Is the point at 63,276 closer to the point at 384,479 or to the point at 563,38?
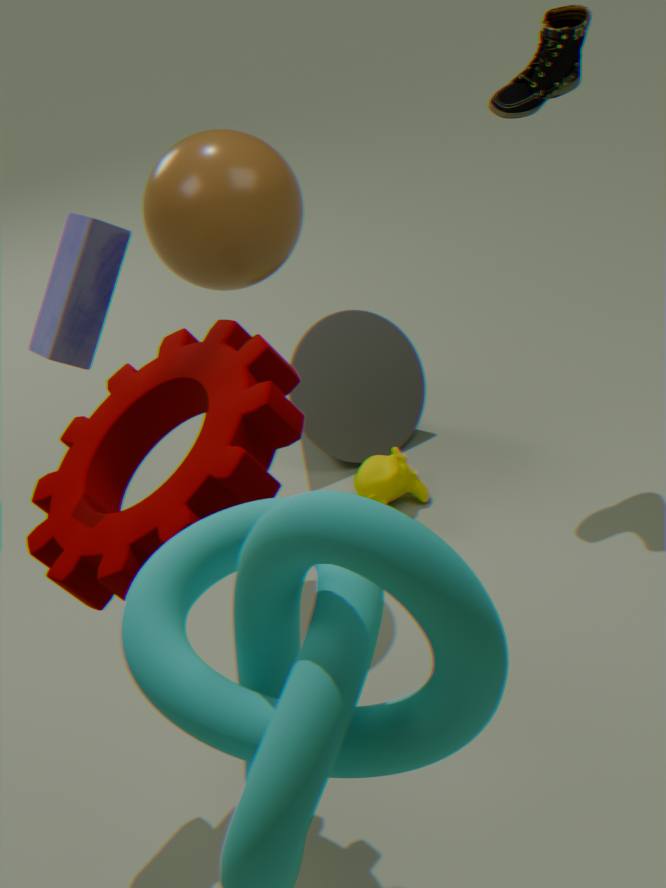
the point at 384,479
